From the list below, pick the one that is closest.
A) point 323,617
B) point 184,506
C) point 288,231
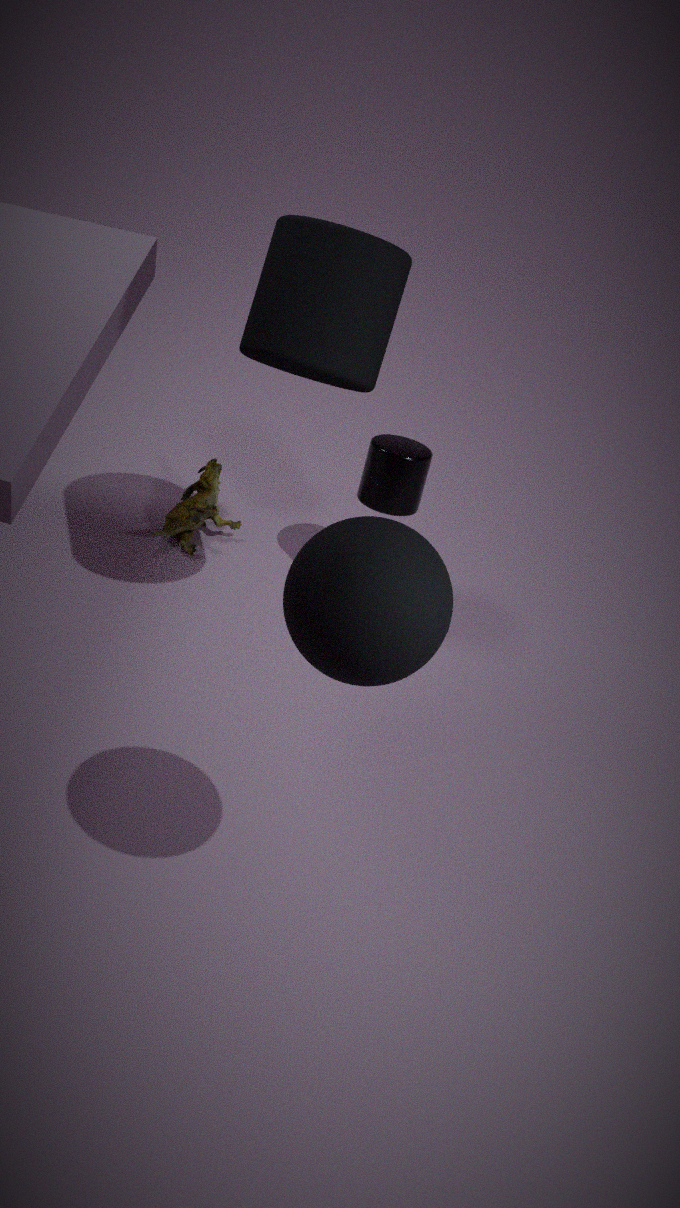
point 323,617
